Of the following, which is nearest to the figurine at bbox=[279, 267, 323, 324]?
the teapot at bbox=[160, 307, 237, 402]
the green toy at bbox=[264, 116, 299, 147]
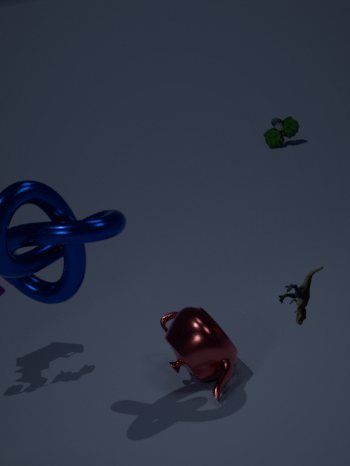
the teapot at bbox=[160, 307, 237, 402]
